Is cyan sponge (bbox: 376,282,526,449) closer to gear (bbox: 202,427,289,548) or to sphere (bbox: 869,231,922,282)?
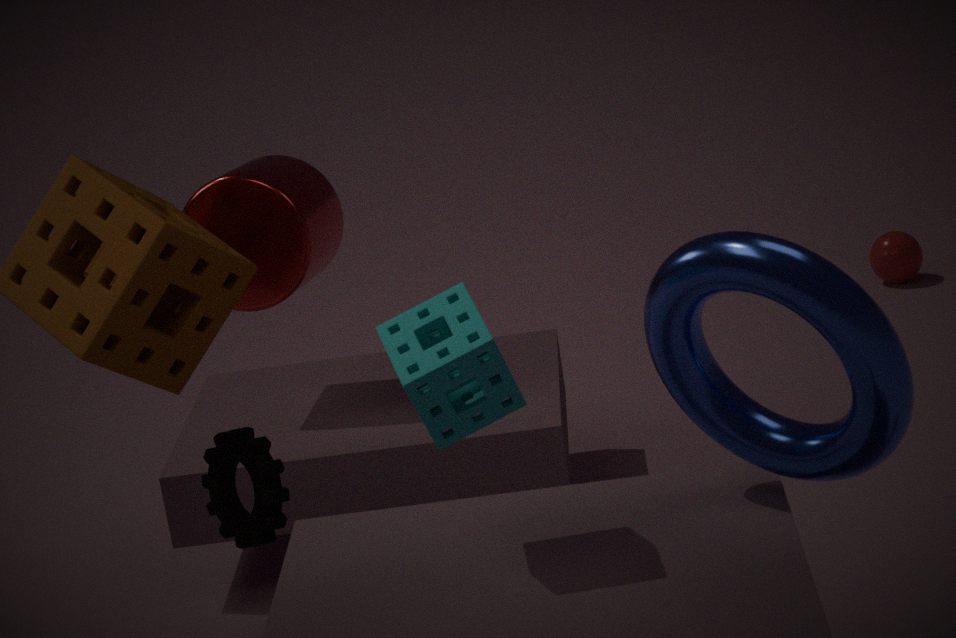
gear (bbox: 202,427,289,548)
